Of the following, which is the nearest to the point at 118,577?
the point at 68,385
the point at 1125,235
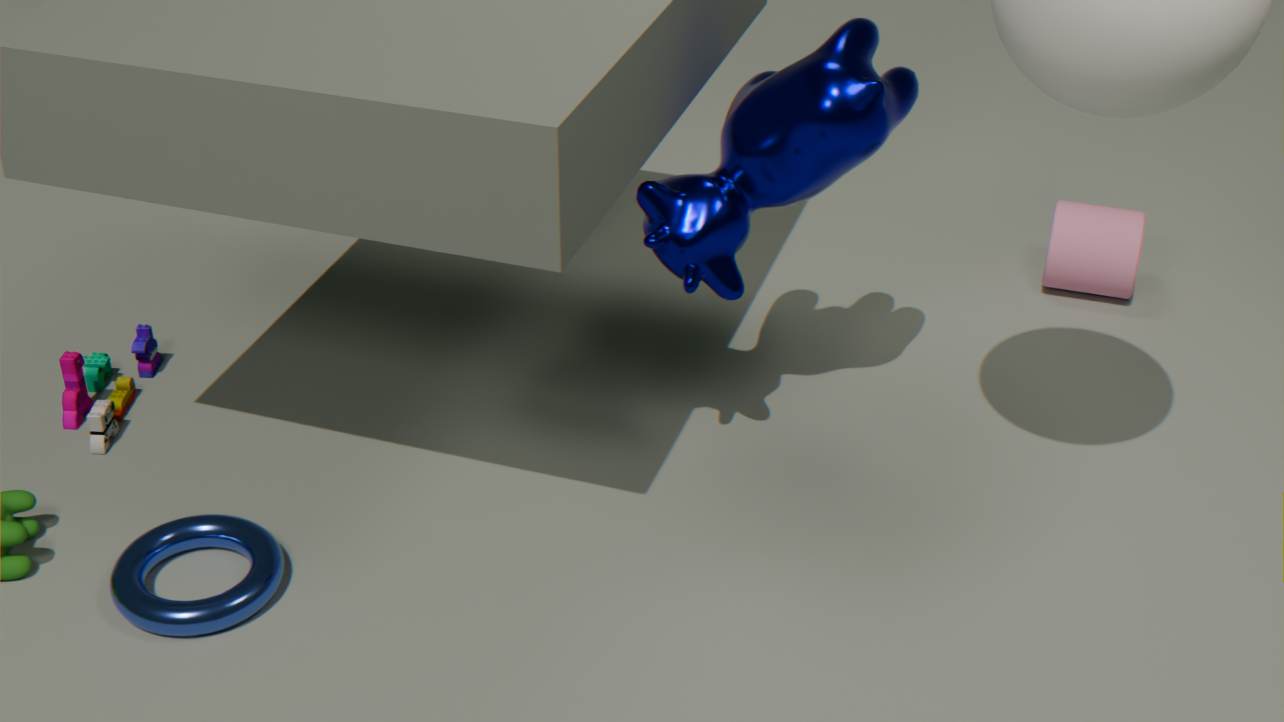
the point at 68,385
